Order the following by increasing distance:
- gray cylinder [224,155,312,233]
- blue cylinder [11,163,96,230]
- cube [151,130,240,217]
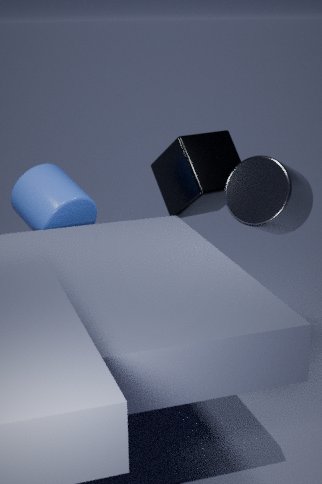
gray cylinder [224,155,312,233] < blue cylinder [11,163,96,230] < cube [151,130,240,217]
